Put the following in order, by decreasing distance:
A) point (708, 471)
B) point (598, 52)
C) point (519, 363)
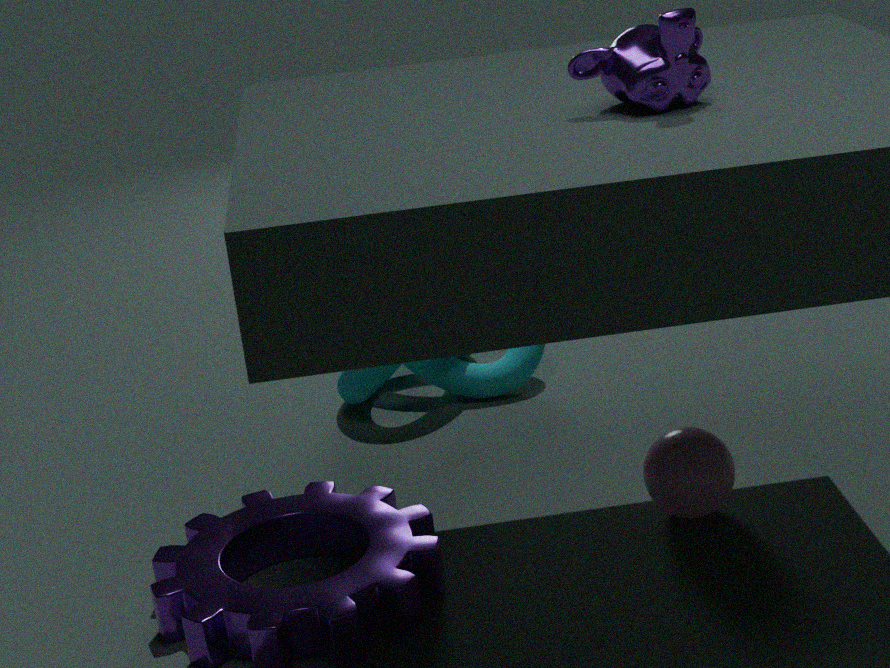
point (519, 363) → point (708, 471) → point (598, 52)
